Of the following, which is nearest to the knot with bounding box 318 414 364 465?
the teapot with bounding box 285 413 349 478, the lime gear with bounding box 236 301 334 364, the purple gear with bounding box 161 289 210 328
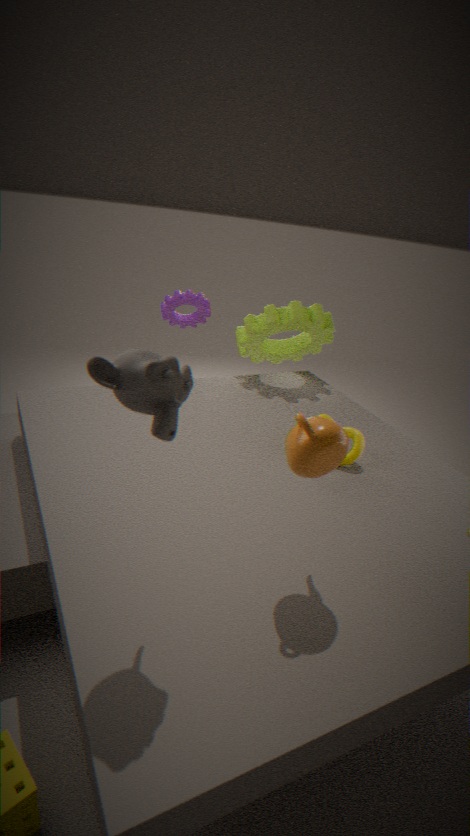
the teapot with bounding box 285 413 349 478
